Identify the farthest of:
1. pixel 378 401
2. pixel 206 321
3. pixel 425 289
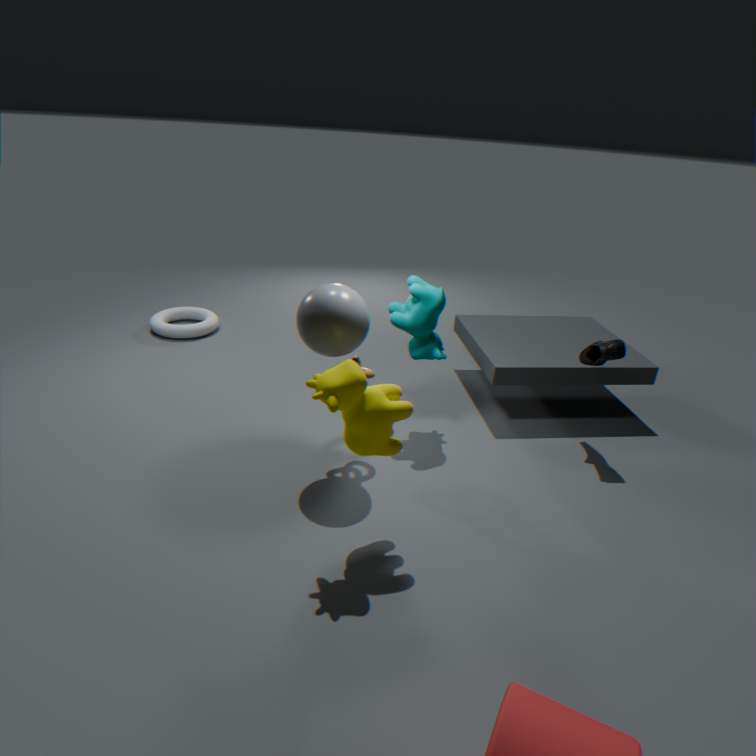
pixel 206 321
